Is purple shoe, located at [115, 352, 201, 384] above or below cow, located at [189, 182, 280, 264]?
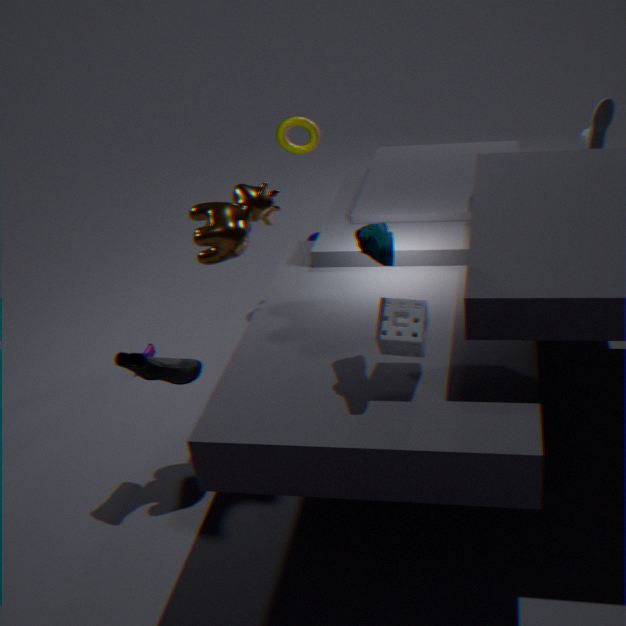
below
